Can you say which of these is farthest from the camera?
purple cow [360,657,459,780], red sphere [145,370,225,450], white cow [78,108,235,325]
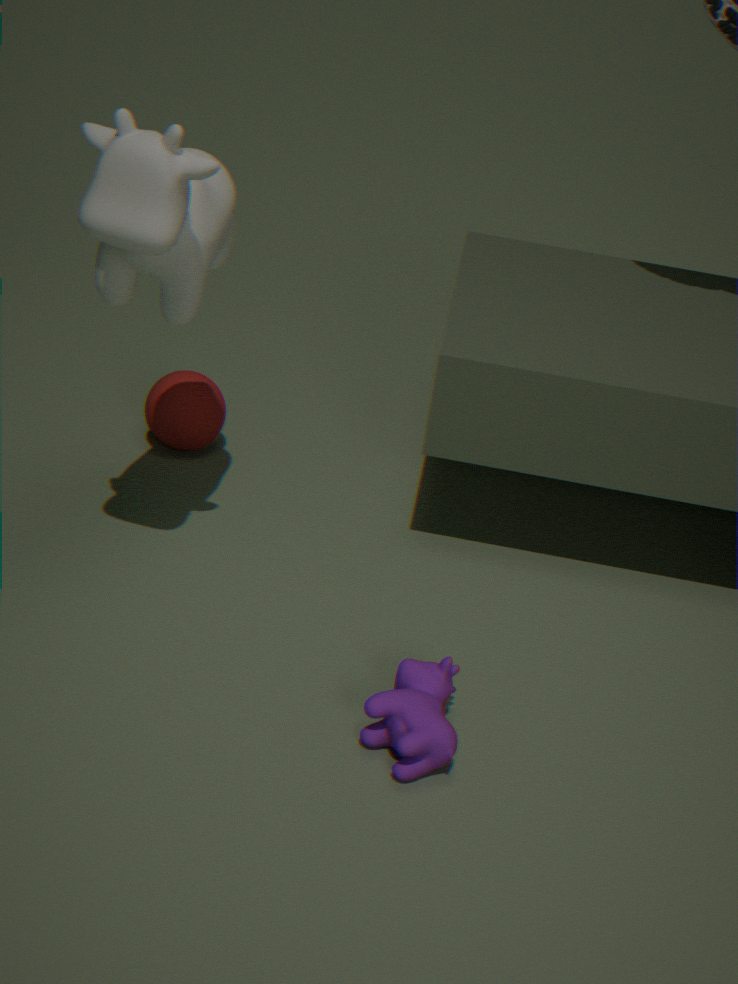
red sphere [145,370,225,450]
